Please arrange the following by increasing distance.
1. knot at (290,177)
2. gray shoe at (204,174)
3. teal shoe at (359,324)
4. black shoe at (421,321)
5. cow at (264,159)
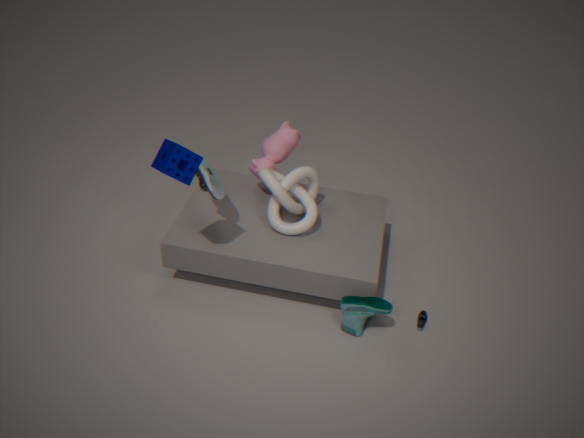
teal shoe at (359,324) → gray shoe at (204,174) → black shoe at (421,321) → knot at (290,177) → cow at (264,159)
